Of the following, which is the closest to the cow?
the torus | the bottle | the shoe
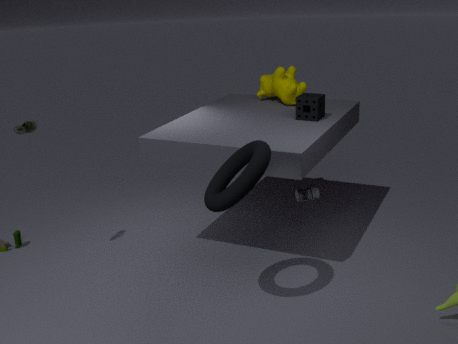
the bottle
